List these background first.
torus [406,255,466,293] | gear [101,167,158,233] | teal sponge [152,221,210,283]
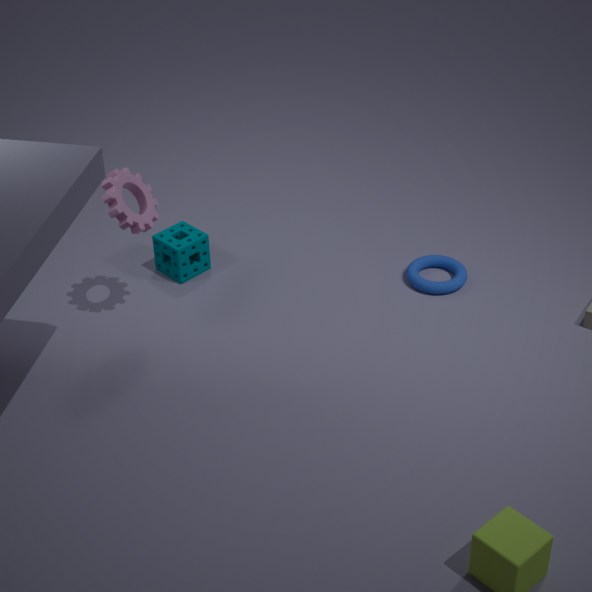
teal sponge [152,221,210,283]
torus [406,255,466,293]
gear [101,167,158,233]
